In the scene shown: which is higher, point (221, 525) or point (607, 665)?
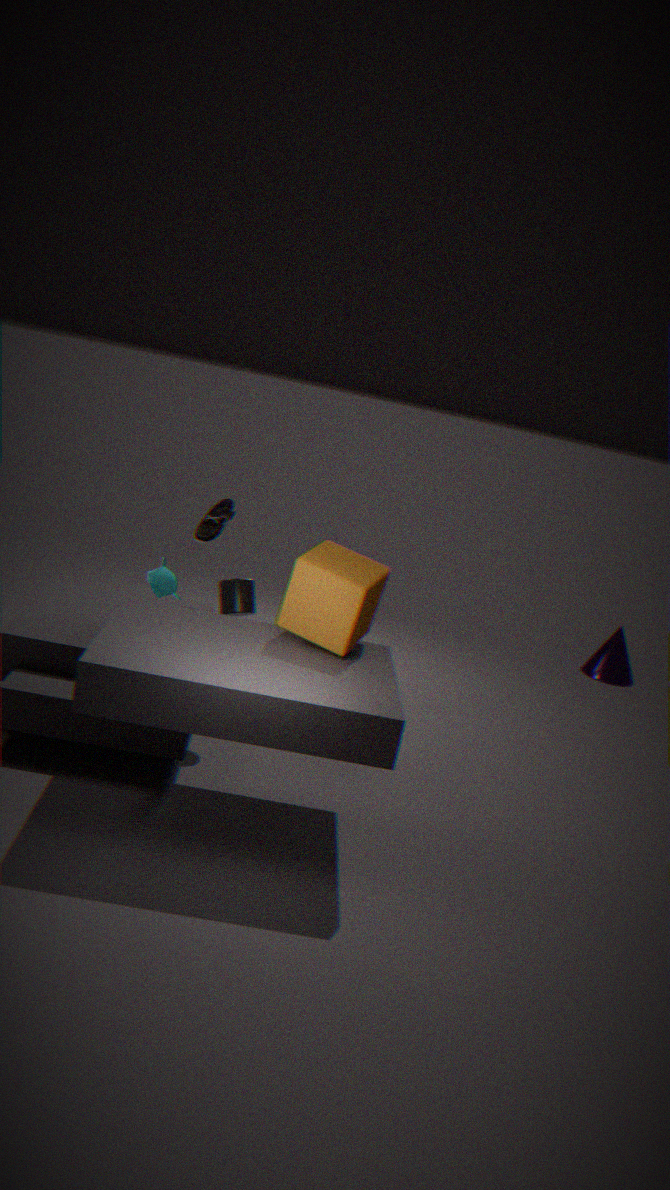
point (221, 525)
